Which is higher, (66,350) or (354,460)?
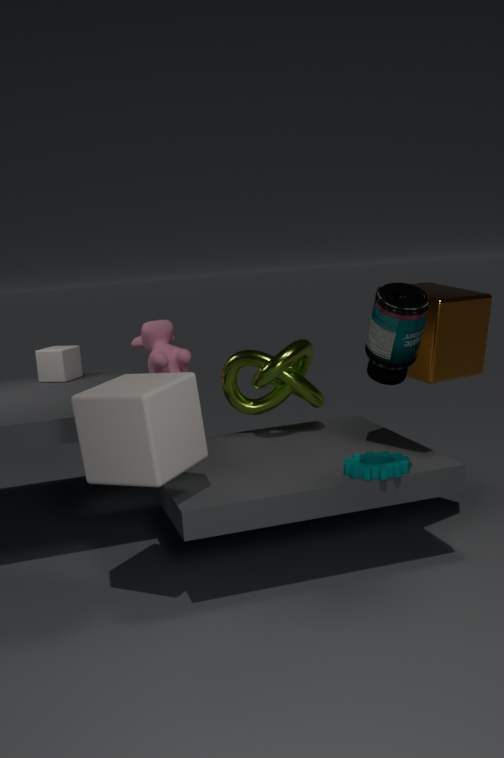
(66,350)
